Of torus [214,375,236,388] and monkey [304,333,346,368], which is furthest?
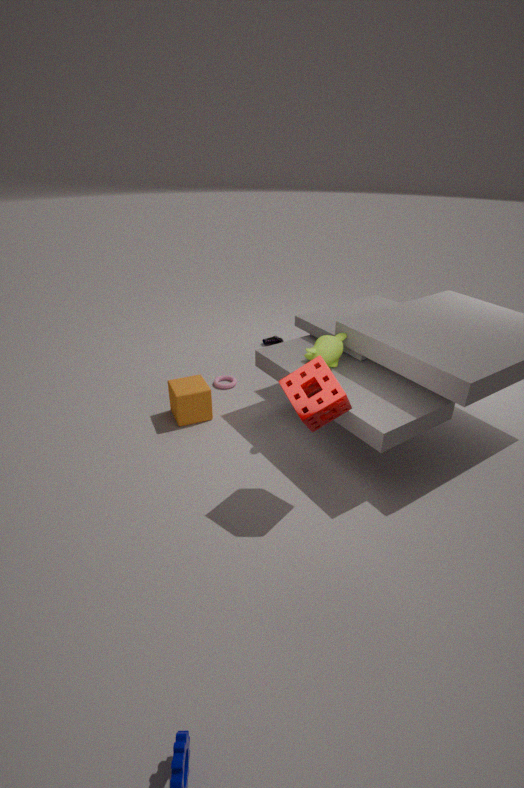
torus [214,375,236,388]
